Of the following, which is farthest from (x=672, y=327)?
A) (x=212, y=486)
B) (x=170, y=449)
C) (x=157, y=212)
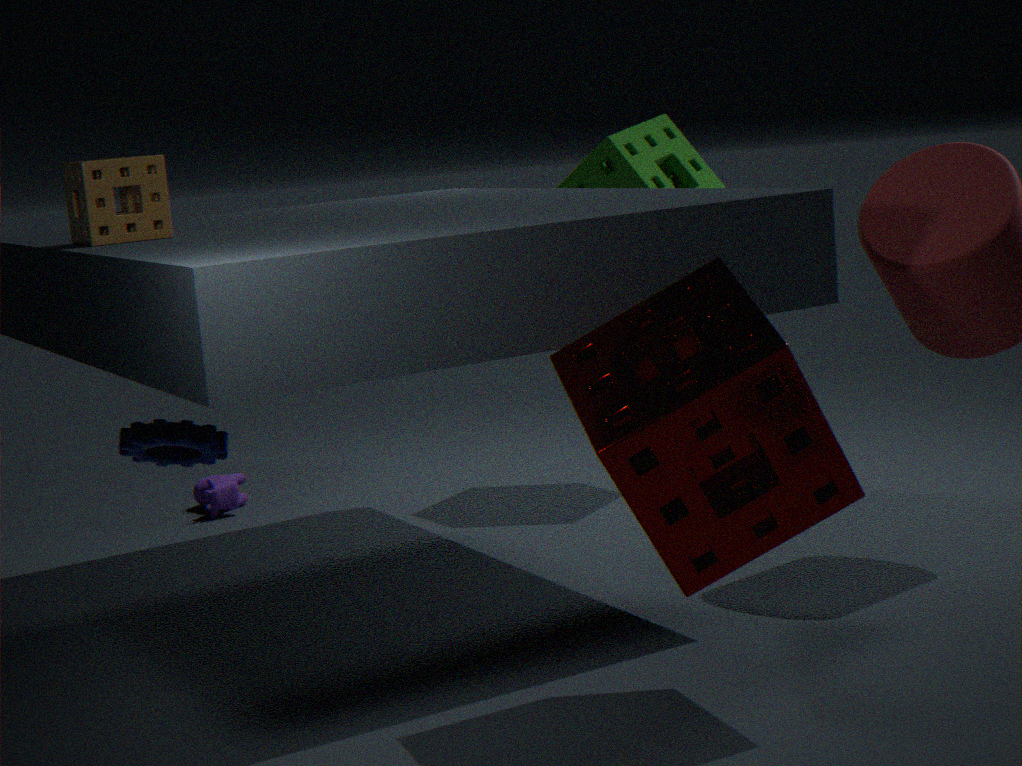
(x=212, y=486)
